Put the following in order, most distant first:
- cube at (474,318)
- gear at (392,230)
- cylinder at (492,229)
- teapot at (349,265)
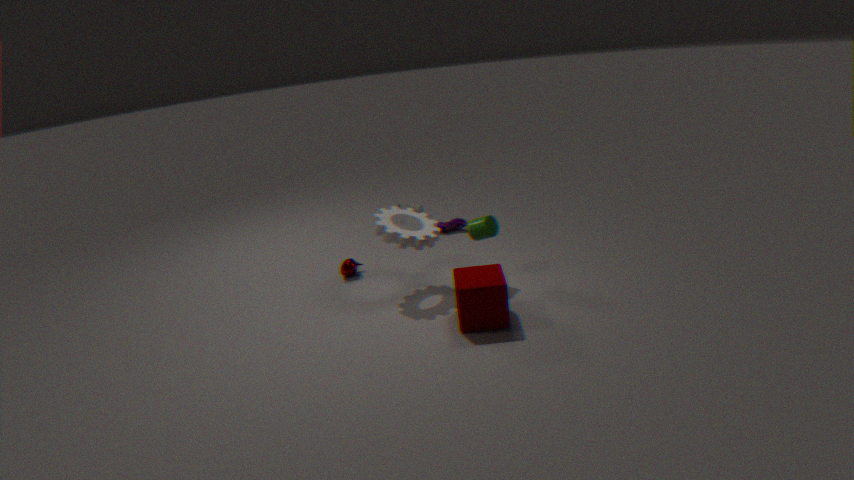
teapot at (349,265), cylinder at (492,229), gear at (392,230), cube at (474,318)
